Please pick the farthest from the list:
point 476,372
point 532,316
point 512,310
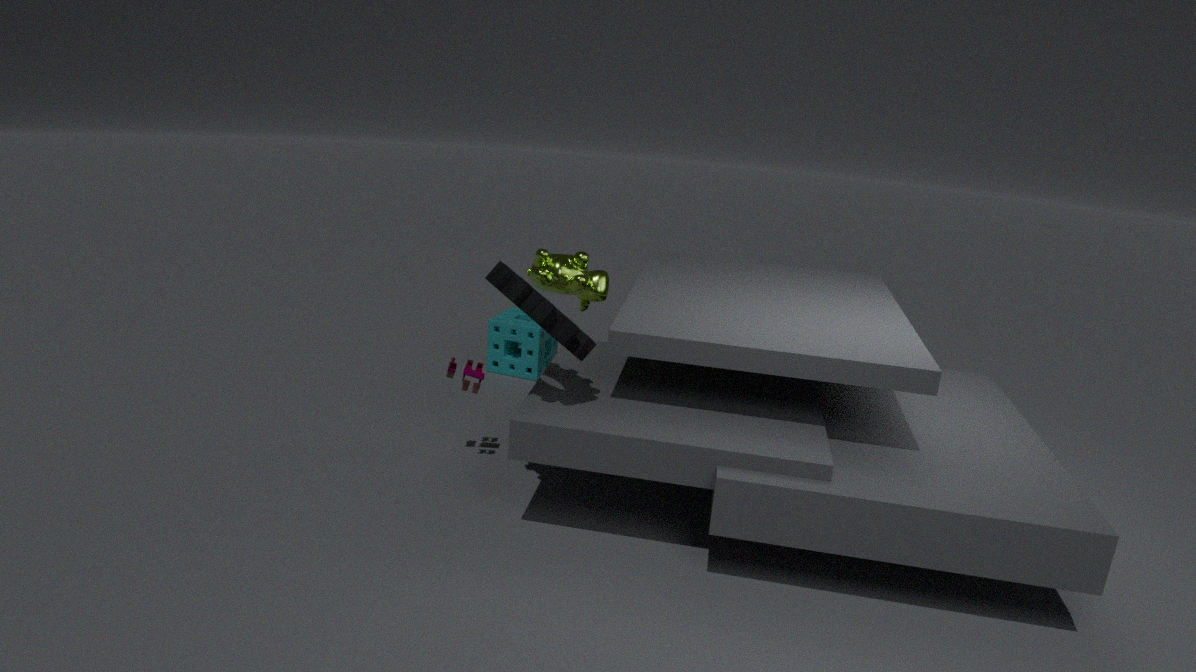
point 512,310
